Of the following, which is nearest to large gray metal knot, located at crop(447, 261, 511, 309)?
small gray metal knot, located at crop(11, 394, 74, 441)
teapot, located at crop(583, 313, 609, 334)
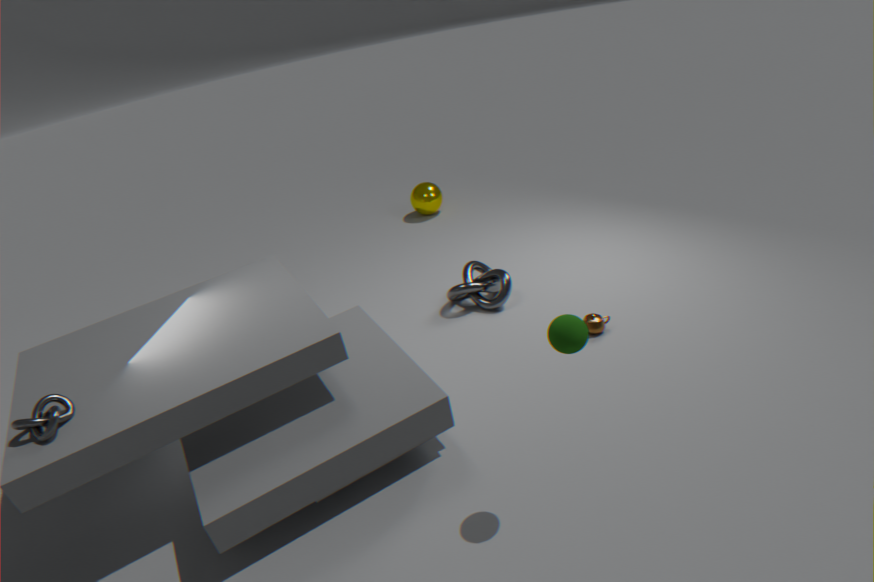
teapot, located at crop(583, 313, 609, 334)
